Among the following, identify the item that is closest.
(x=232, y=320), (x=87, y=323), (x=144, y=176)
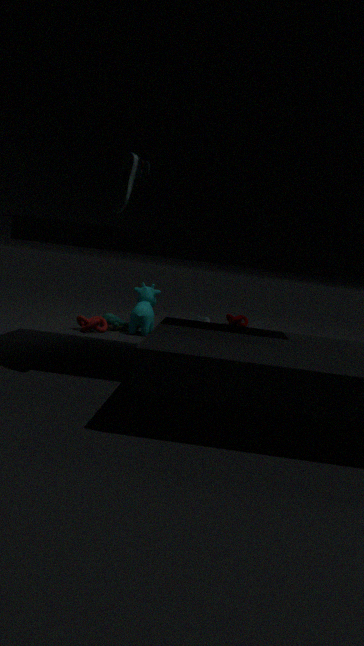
(x=144, y=176)
